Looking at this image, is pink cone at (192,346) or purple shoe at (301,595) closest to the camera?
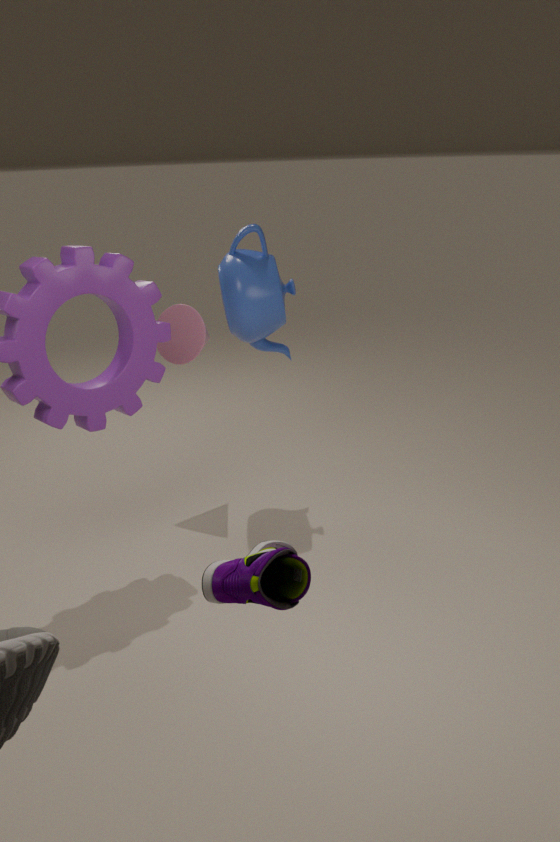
purple shoe at (301,595)
